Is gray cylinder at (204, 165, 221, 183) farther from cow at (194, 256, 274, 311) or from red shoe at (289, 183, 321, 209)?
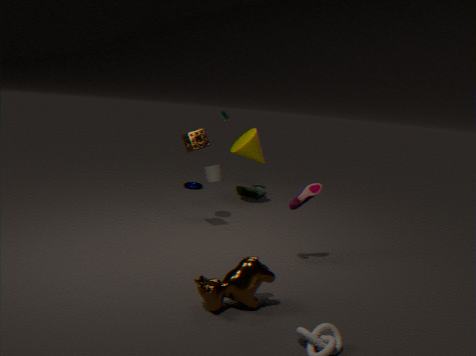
cow at (194, 256, 274, 311)
